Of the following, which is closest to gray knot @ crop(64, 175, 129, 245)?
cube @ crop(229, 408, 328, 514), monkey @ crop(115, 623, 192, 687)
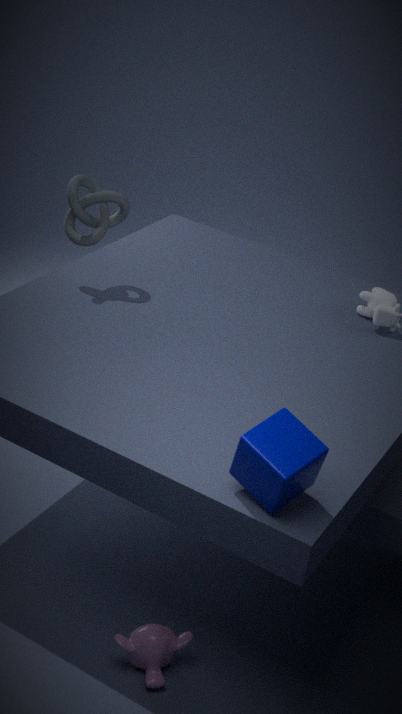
cube @ crop(229, 408, 328, 514)
